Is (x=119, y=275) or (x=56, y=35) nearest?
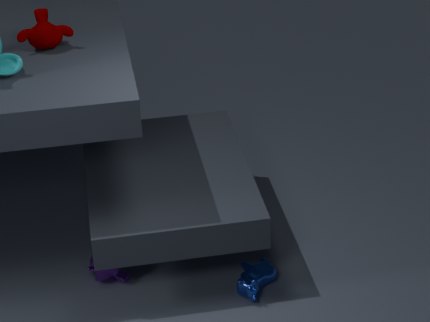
(x=56, y=35)
